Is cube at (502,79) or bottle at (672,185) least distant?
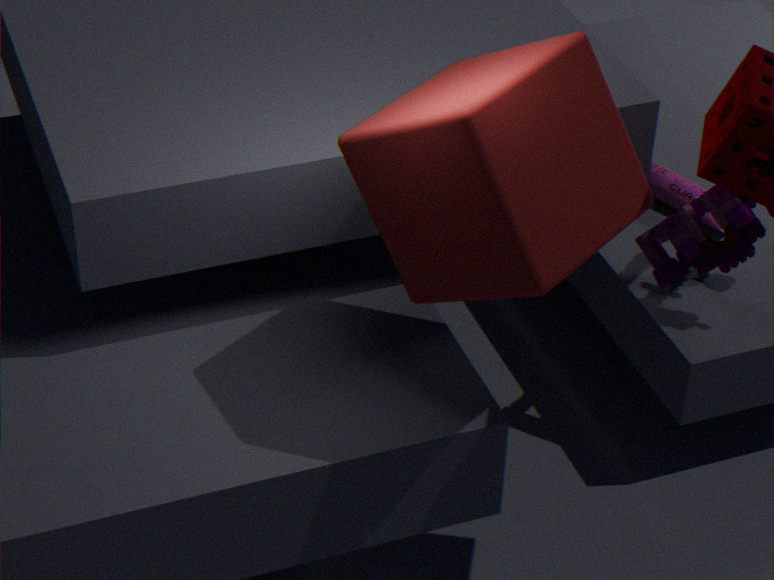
cube at (502,79)
